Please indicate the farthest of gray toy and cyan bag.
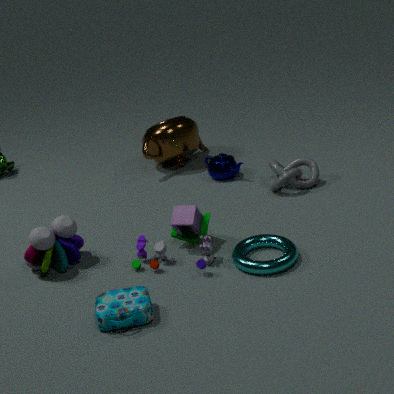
gray toy
